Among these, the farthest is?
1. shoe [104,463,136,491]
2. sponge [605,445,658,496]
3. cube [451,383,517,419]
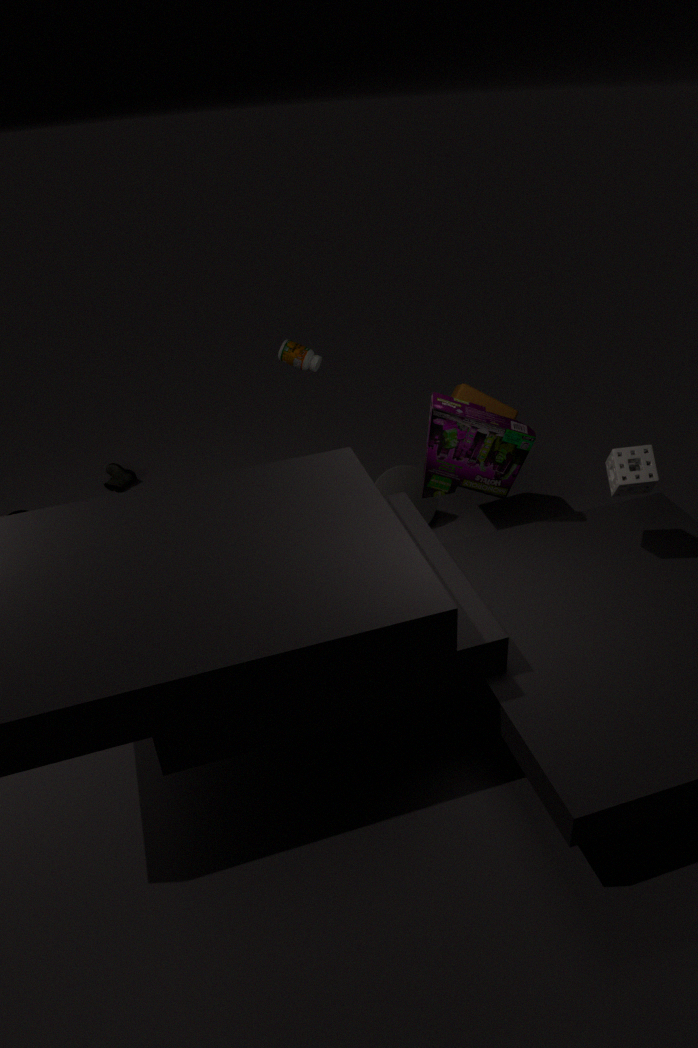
shoe [104,463,136,491]
